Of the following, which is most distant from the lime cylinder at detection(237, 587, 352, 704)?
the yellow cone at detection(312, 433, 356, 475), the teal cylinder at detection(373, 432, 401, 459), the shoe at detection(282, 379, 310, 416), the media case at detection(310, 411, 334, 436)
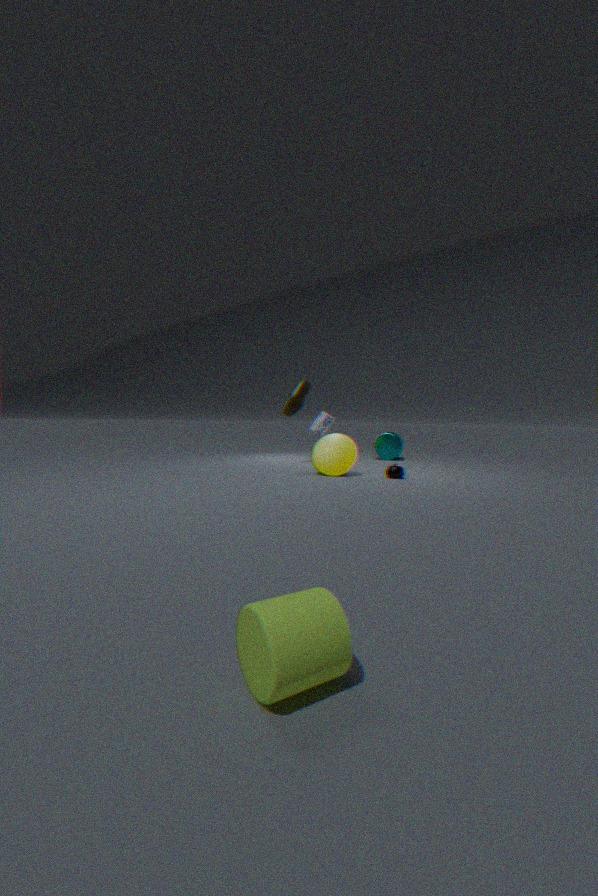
the teal cylinder at detection(373, 432, 401, 459)
